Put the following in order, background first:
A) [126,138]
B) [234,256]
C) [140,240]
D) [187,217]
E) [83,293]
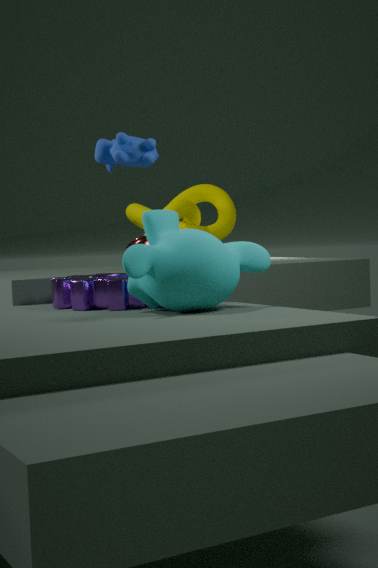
[187,217] < [140,240] < [126,138] < [83,293] < [234,256]
